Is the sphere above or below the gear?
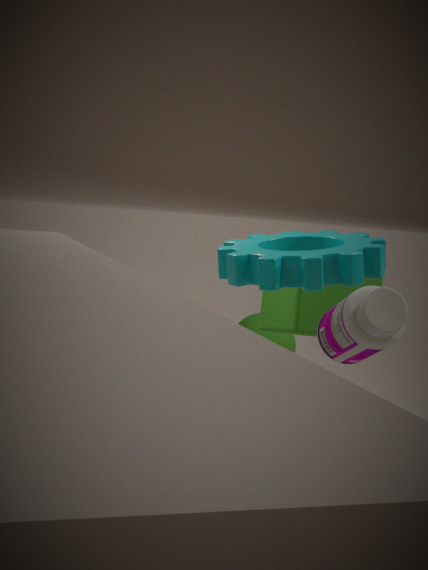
below
